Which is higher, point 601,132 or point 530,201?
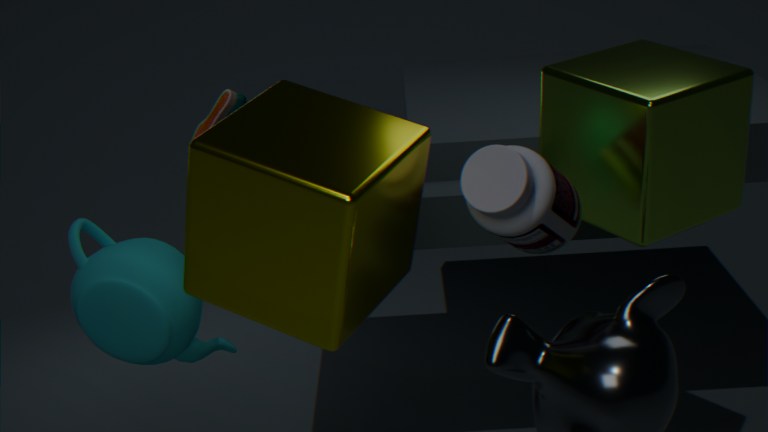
point 601,132
